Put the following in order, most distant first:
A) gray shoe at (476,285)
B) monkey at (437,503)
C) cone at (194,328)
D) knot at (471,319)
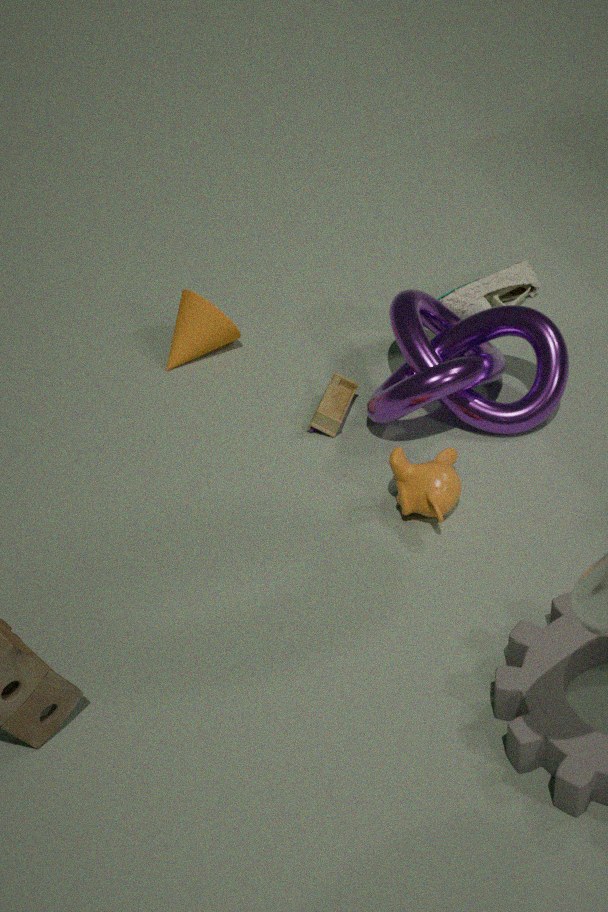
gray shoe at (476,285), cone at (194,328), knot at (471,319), monkey at (437,503)
